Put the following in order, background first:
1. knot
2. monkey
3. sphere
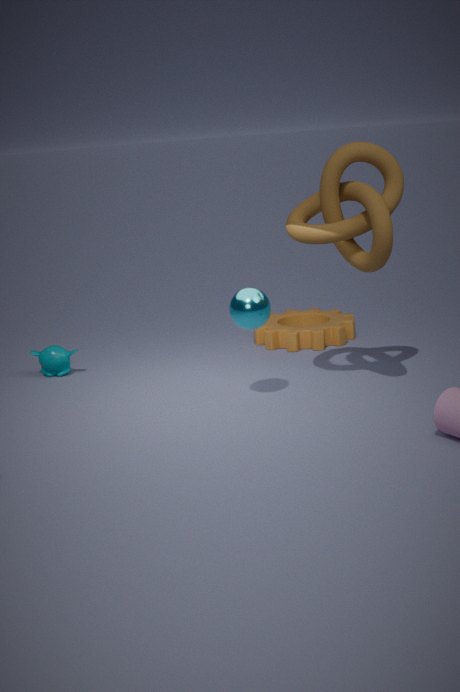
monkey < sphere < knot
